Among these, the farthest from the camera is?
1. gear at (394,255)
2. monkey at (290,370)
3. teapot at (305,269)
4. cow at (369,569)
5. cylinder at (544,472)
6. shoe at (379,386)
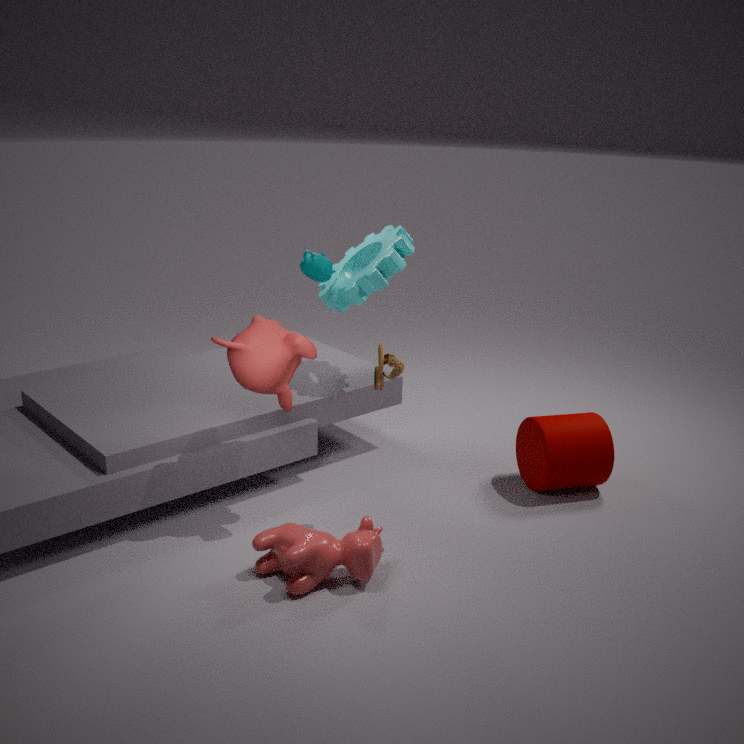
teapot at (305,269)
